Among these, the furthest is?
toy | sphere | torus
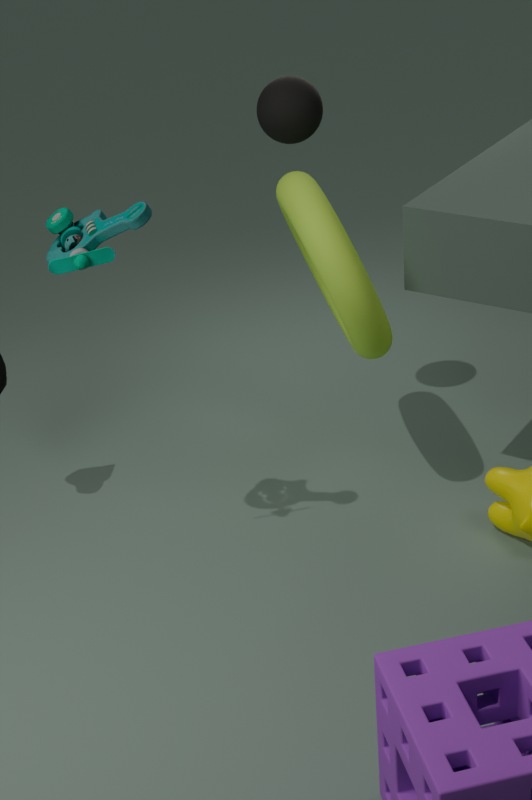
sphere
